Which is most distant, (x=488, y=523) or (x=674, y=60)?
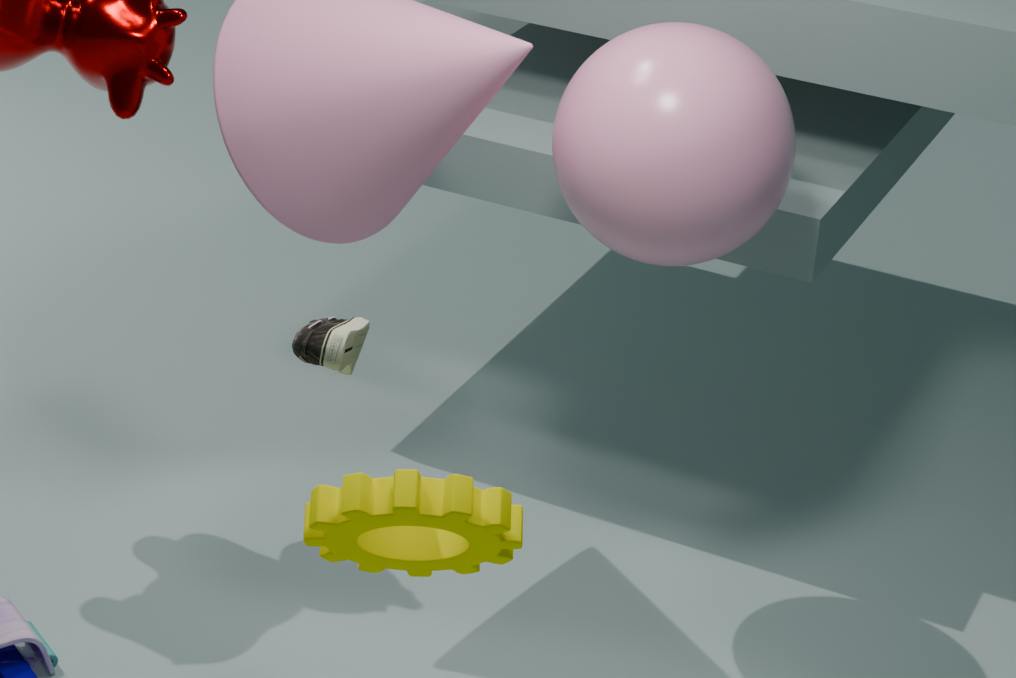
(x=674, y=60)
